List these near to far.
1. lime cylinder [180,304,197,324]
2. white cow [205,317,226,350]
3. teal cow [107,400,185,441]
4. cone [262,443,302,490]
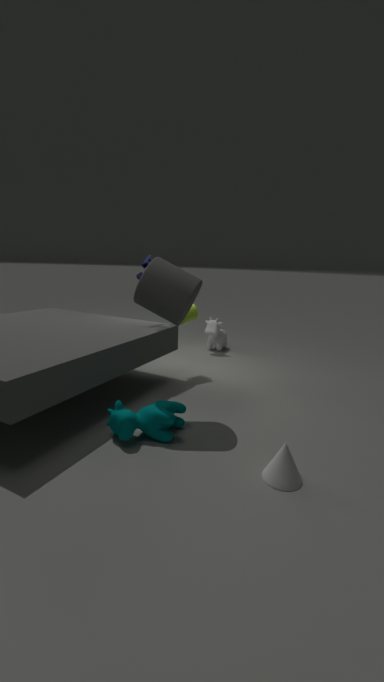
cone [262,443,302,490] → teal cow [107,400,185,441] → lime cylinder [180,304,197,324] → white cow [205,317,226,350]
